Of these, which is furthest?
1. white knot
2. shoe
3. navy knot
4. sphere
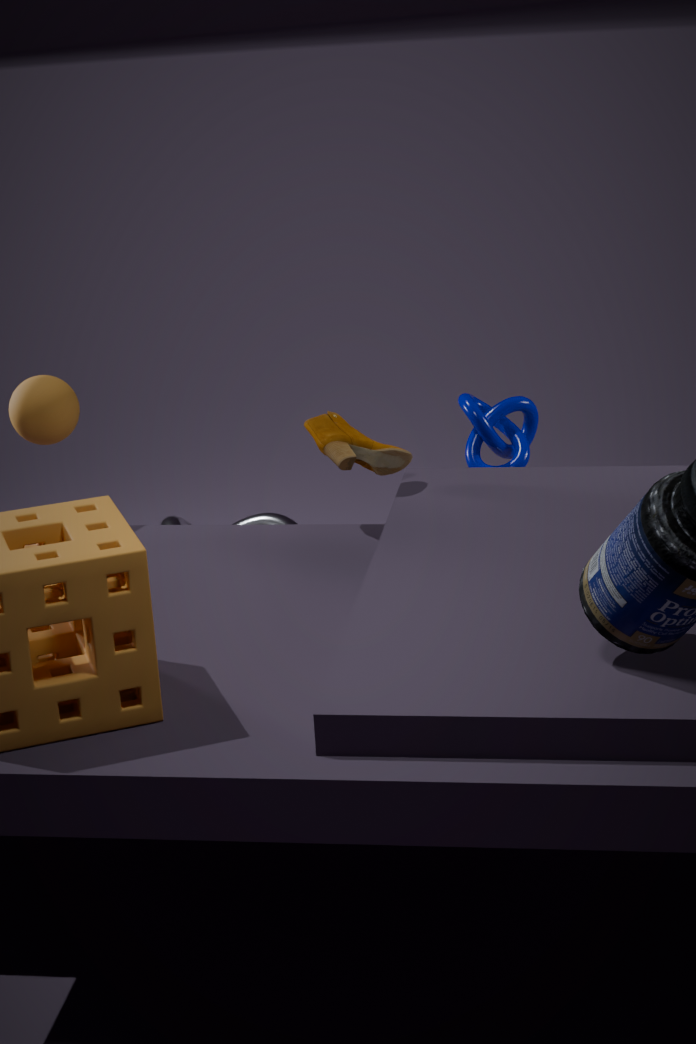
white knot
